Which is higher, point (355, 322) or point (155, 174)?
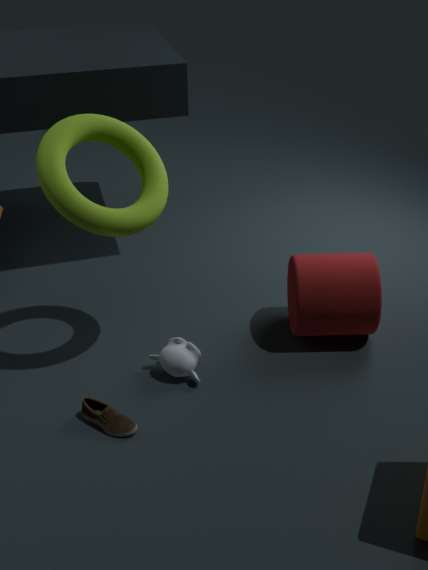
point (155, 174)
